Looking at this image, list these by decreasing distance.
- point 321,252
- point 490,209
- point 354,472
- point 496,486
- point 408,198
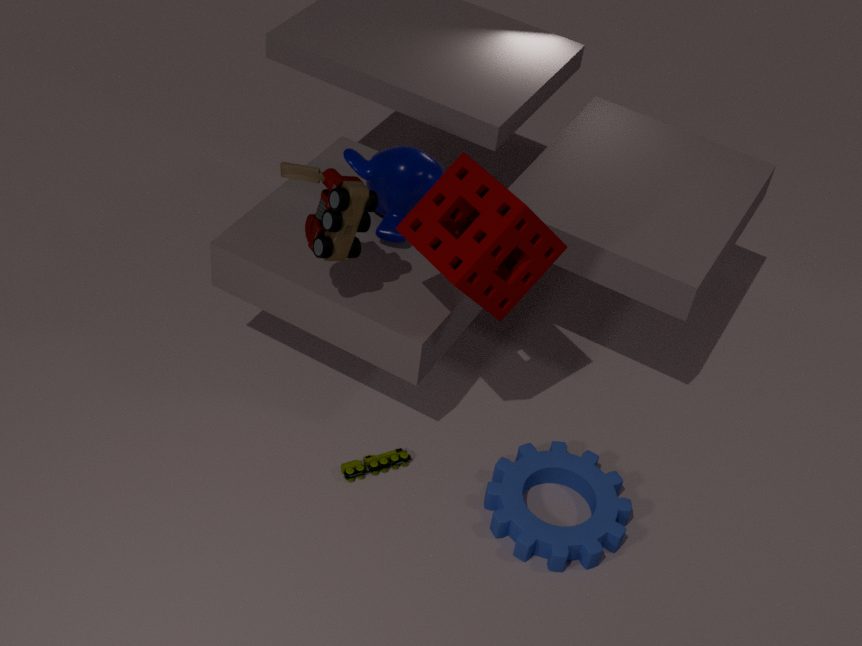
1. point 408,198
2. point 354,472
3. point 496,486
4. point 321,252
5. point 490,209
